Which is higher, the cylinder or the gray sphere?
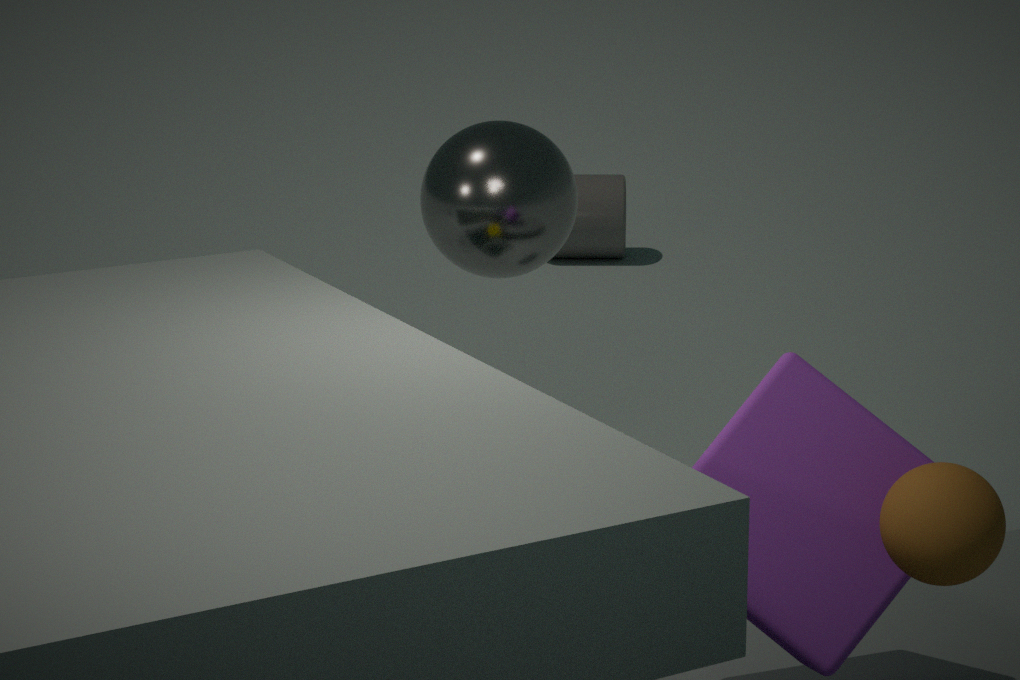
the gray sphere
